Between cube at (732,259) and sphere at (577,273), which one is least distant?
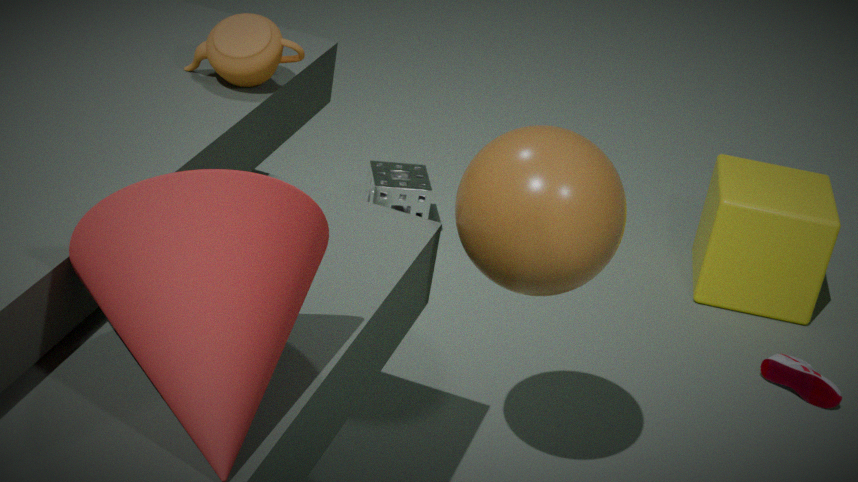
sphere at (577,273)
